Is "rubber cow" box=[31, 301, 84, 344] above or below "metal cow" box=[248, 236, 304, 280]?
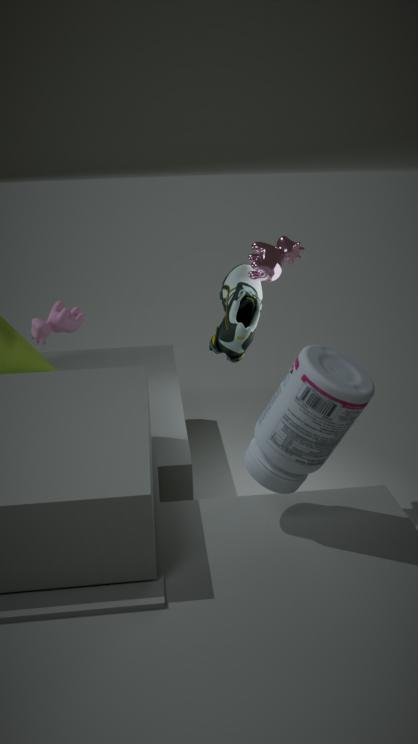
below
